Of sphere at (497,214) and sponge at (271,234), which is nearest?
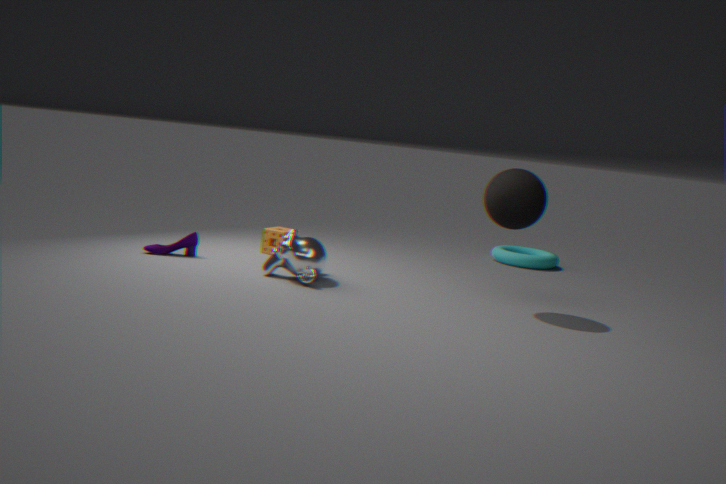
sphere at (497,214)
